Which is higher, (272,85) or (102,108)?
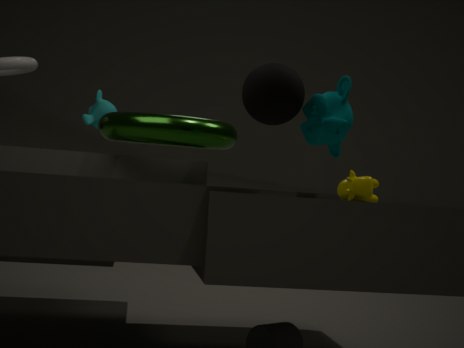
(102,108)
